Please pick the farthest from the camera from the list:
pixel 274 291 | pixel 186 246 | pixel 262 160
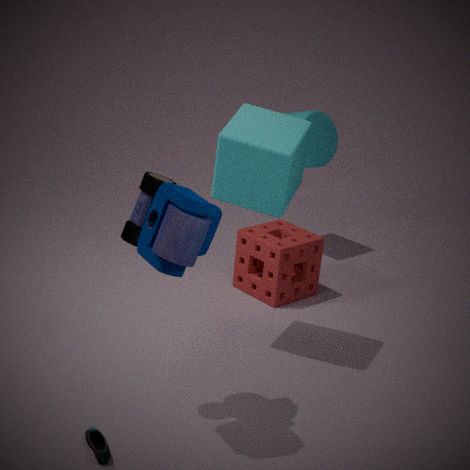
pixel 274 291
